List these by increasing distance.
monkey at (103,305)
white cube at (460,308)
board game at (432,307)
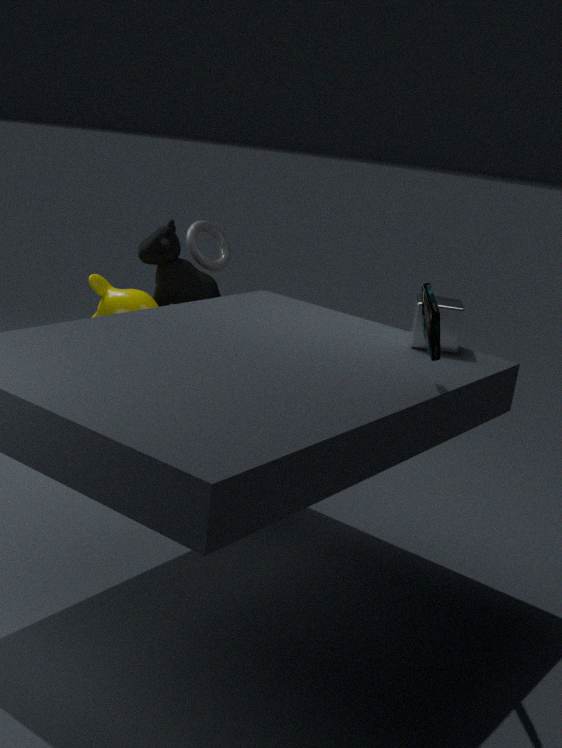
board game at (432,307) < white cube at (460,308) < monkey at (103,305)
